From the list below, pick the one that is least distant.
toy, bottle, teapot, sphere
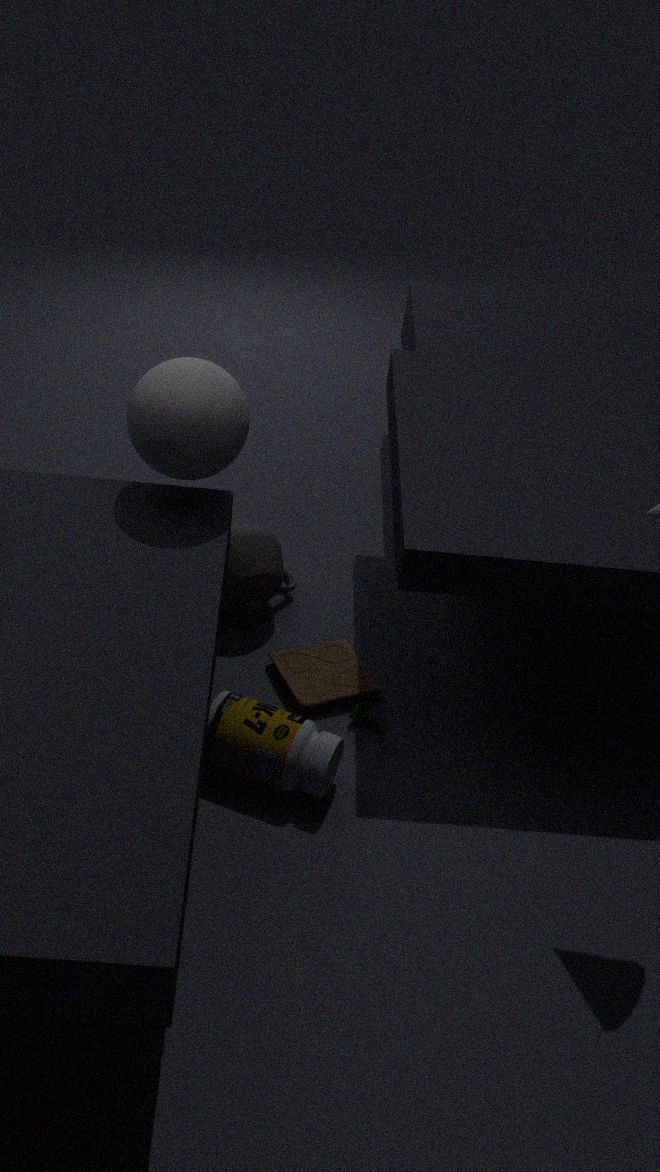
bottle
